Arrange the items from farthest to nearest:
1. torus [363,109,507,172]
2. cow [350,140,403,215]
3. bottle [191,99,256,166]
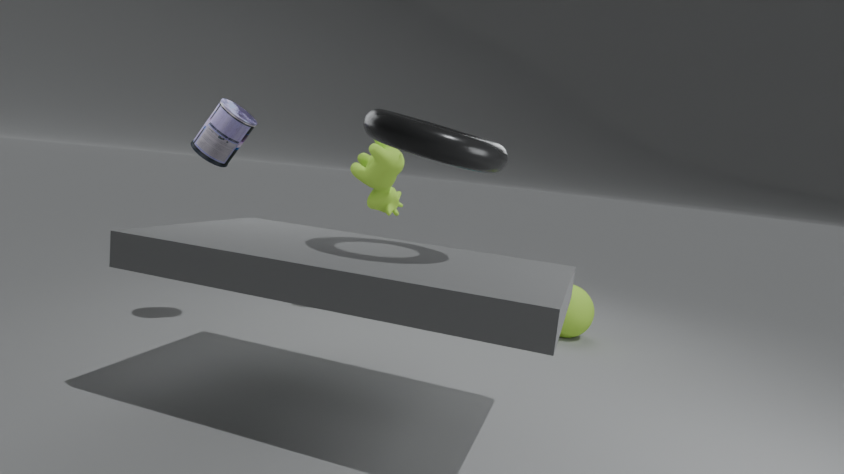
cow [350,140,403,215] < bottle [191,99,256,166] < torus [363,109,507,172]
